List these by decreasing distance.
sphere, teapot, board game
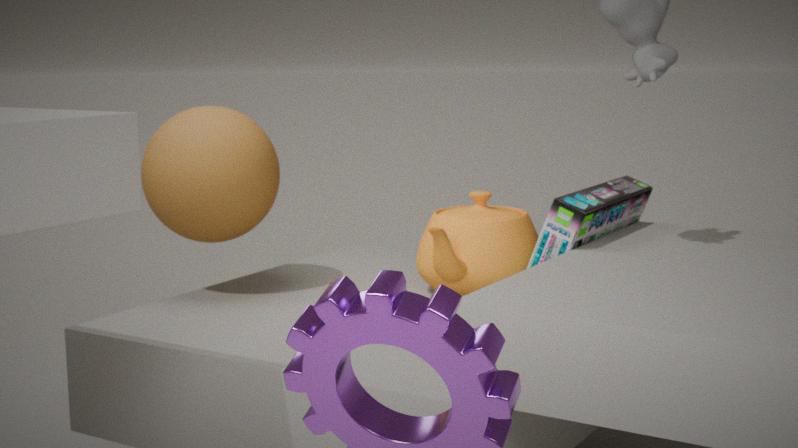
sphere
teapot
board game
